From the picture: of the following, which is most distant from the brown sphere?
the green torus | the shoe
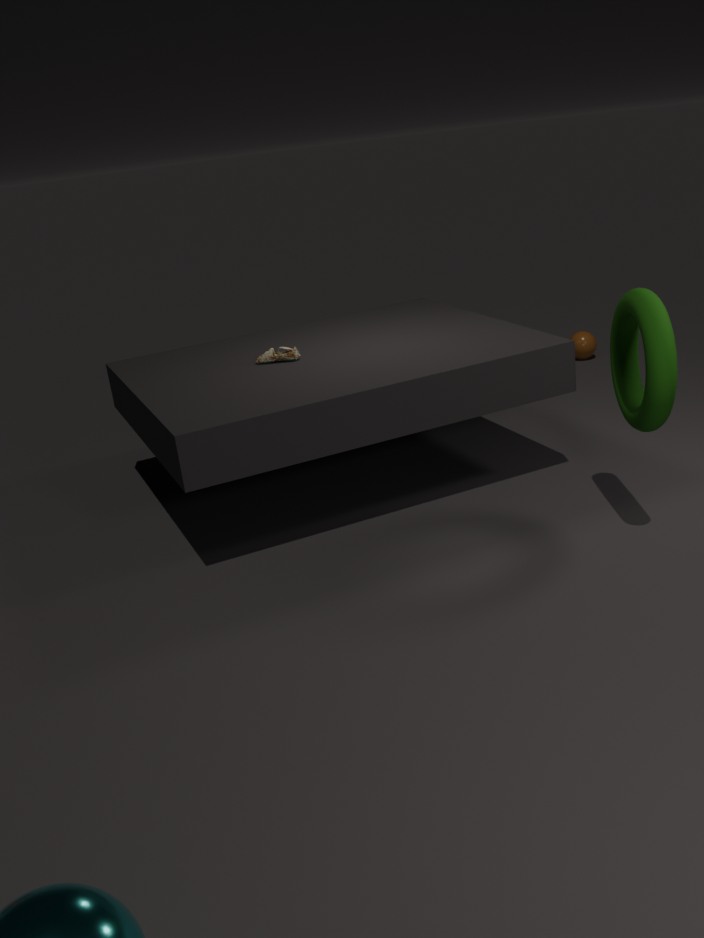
the shoe
